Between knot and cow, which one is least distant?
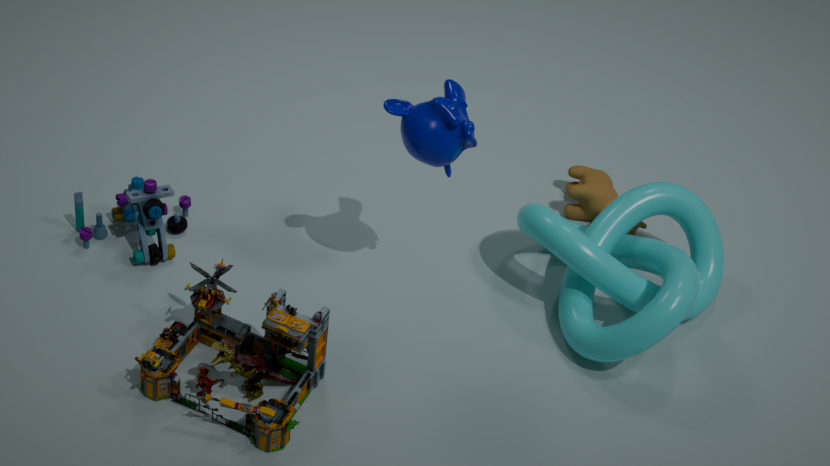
knot
